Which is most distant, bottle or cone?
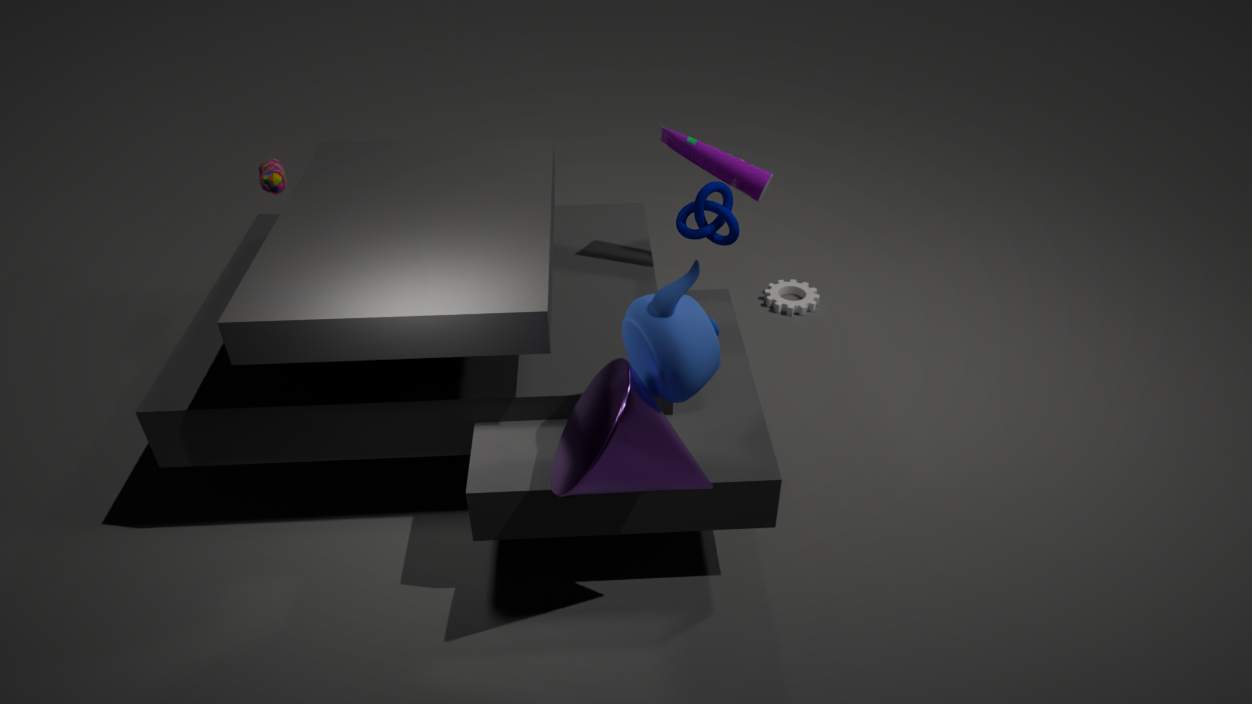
bottle
